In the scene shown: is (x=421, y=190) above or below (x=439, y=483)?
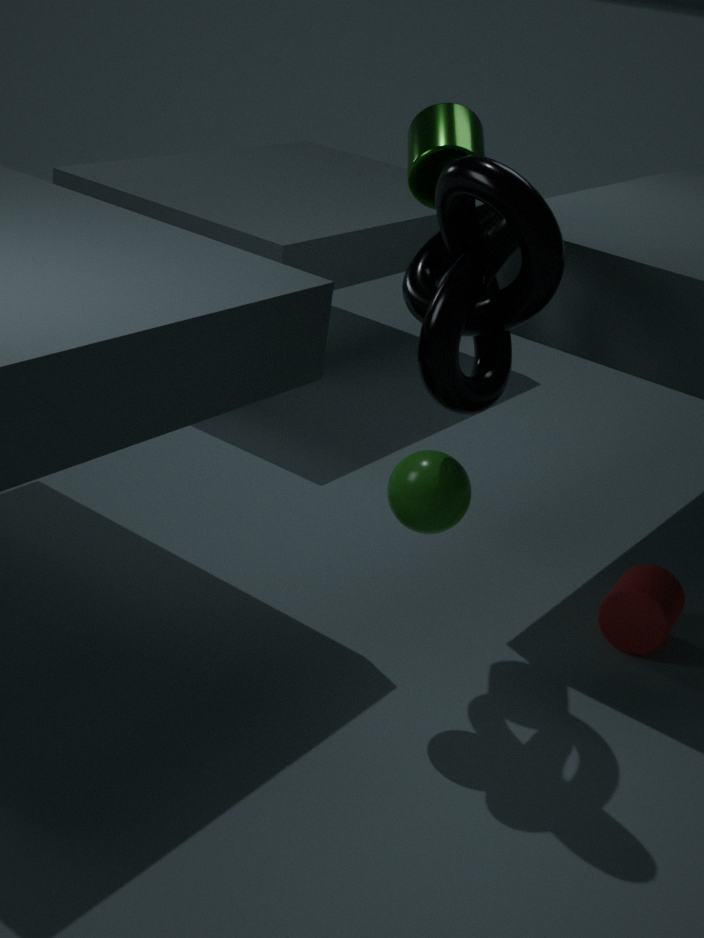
above
